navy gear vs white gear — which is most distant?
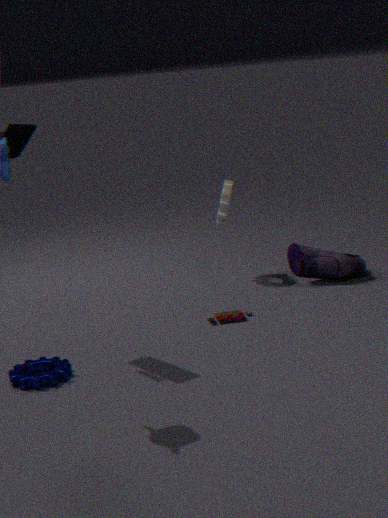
white gear
